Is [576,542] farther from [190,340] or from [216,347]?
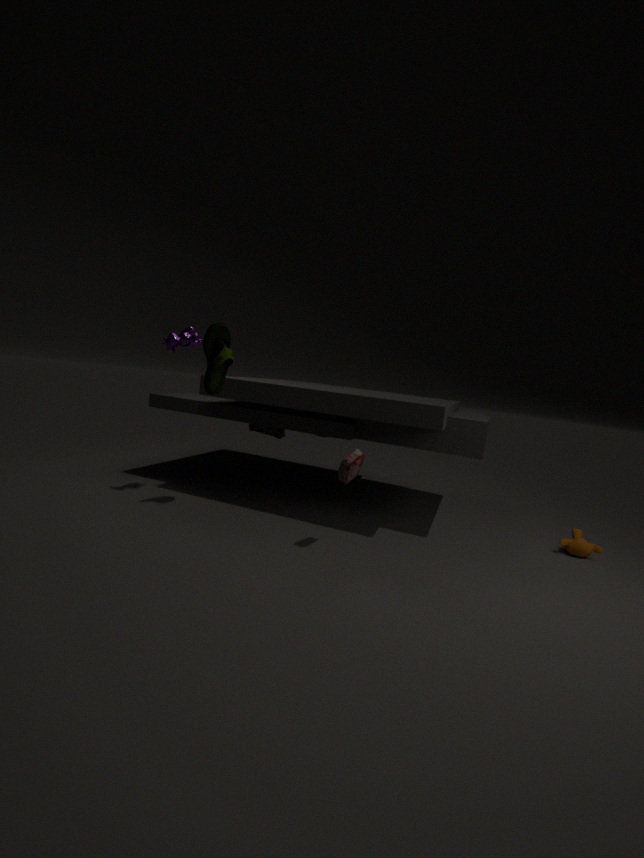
[190,340]
